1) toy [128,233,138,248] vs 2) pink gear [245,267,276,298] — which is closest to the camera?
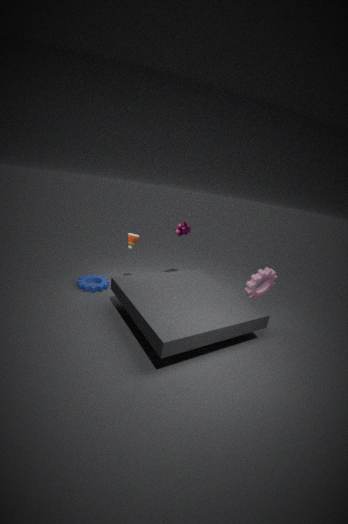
2. pink gear [245,267,276,298]
